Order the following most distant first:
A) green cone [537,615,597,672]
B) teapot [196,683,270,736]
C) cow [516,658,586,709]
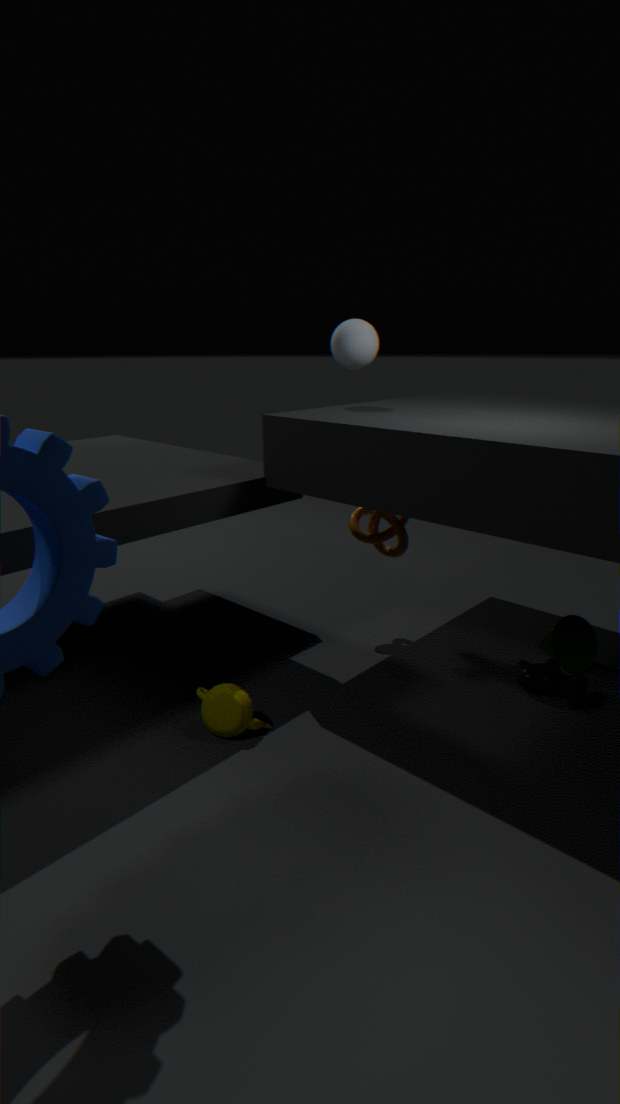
green cone [537,615,597,672]
cow [516,658,586,709]
teapot [196,683,270,736]
